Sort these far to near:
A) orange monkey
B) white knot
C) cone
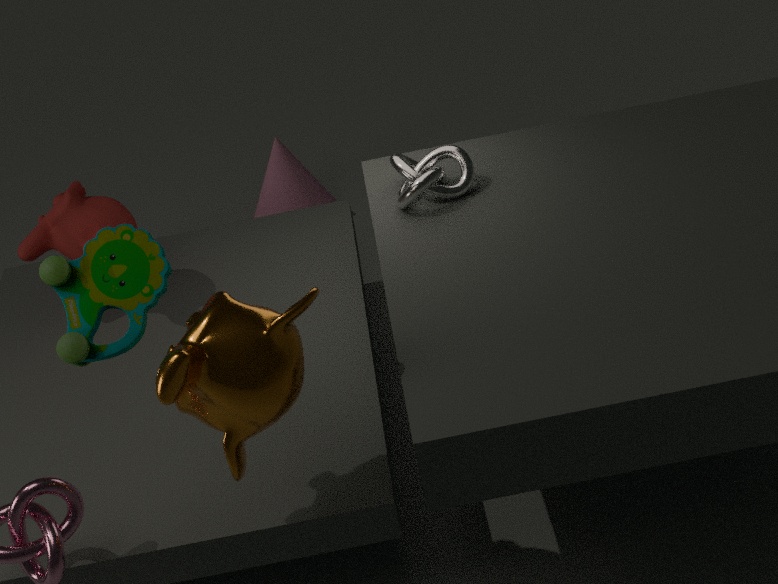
cone → white knot → orange monkey
